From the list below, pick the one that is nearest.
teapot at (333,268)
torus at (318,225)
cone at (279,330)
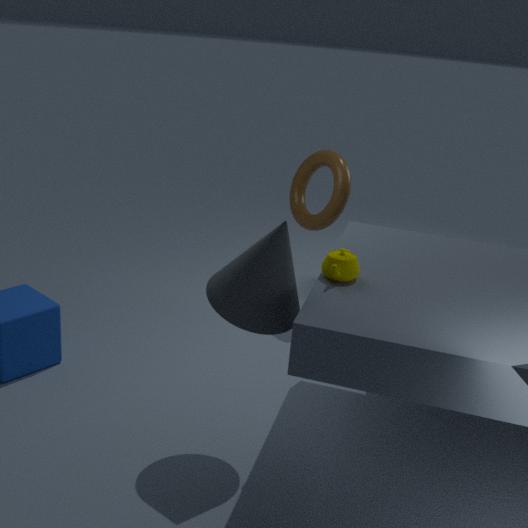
cone at (279,330)
